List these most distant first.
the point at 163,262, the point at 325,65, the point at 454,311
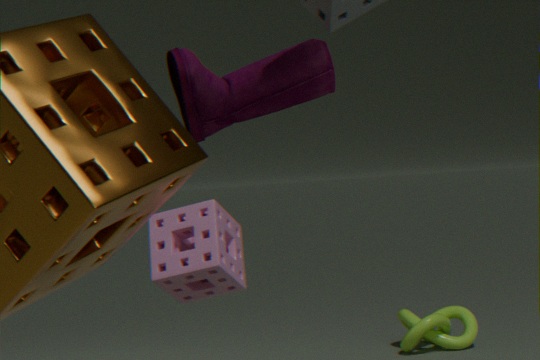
the point at 454,311
the point at 163,262
the point at 325,65
